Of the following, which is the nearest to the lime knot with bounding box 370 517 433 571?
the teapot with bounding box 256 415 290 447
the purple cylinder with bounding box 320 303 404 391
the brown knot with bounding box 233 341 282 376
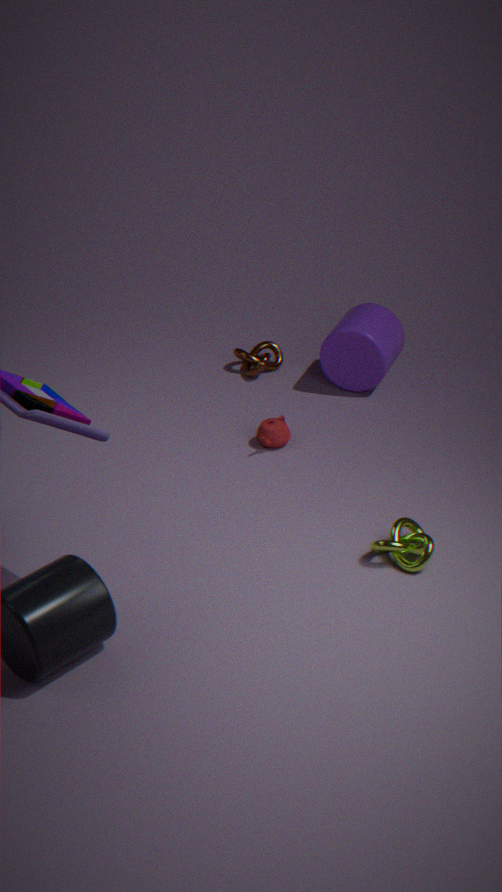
the teapot with bounding box 256 415 290 447
